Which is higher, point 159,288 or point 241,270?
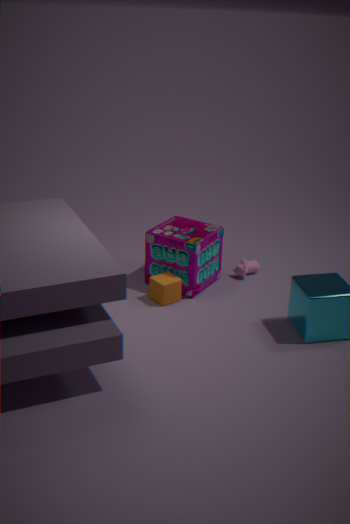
point 159,288
